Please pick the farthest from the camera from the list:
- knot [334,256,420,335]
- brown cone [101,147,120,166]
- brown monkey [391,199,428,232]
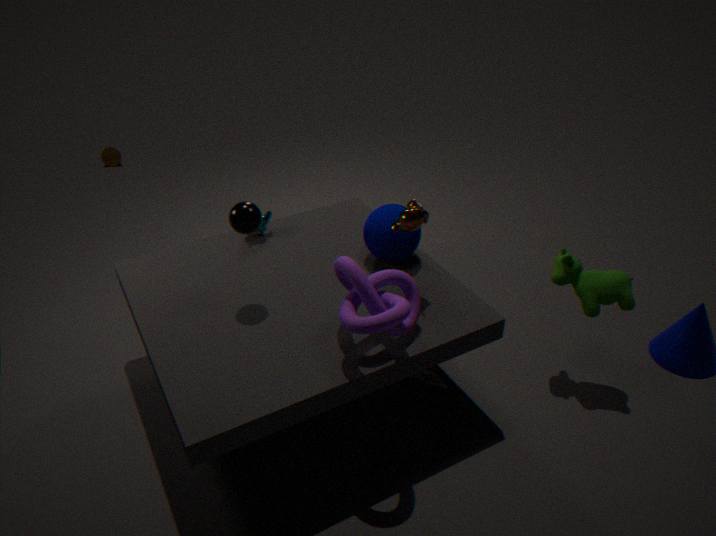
brown cone [101,147,120,166]
